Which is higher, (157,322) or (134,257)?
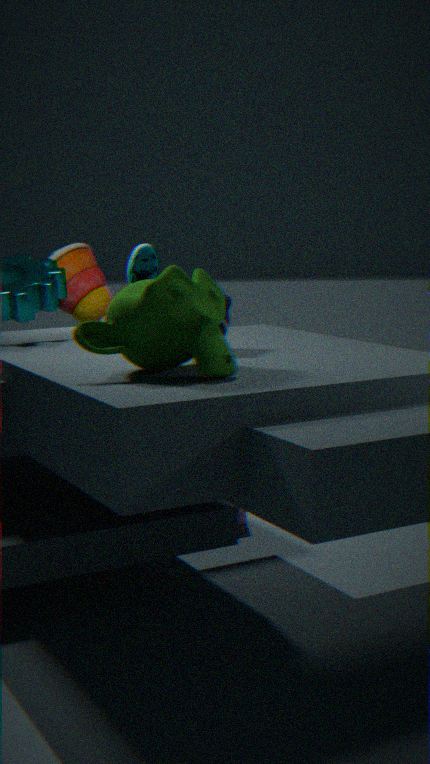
(134,257)
